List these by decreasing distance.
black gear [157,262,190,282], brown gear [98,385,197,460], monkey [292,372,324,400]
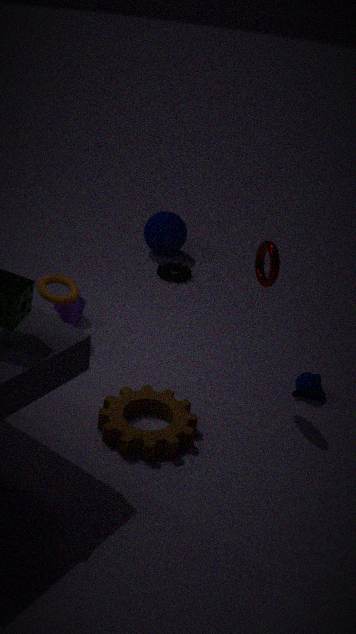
black gear [157,262,190,282] → monkey [292,372,324,400] → brown gear [98,385,197,460]
